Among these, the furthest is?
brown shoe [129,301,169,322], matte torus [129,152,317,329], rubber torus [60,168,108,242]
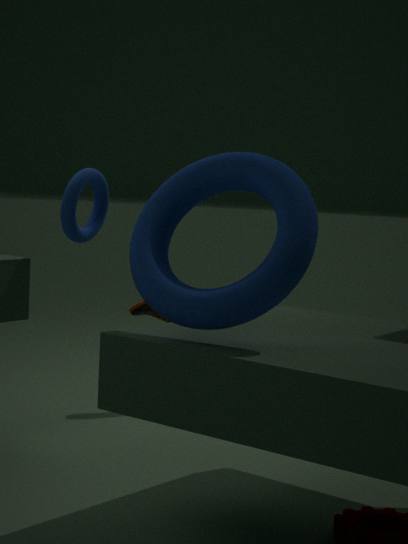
brown shoe [129,301,169,322]
